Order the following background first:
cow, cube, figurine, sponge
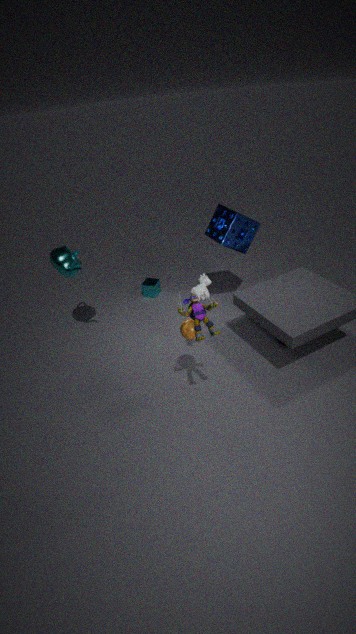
cube < sponge < cow < figurine
